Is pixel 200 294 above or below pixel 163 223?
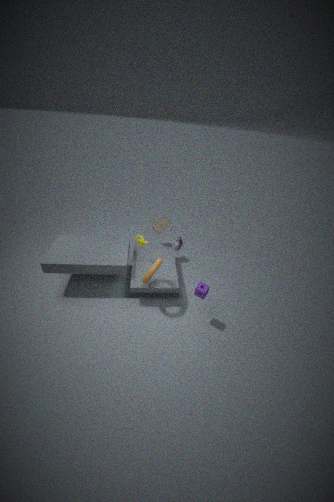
below
